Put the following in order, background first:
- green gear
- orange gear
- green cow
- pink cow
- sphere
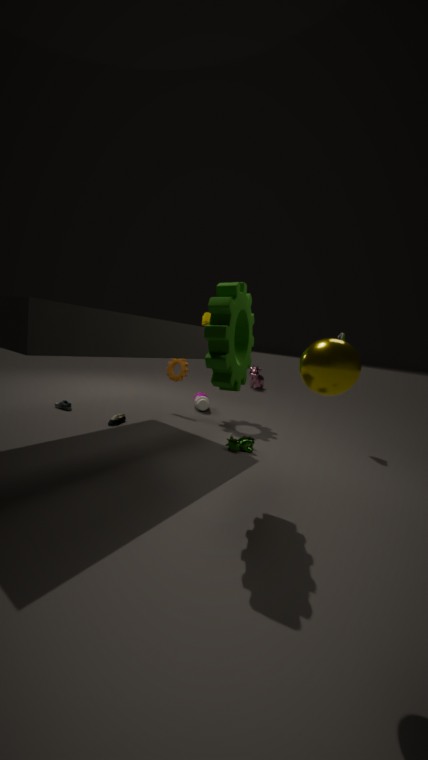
pink cow
orange gear
green cow
green gear
sphere
